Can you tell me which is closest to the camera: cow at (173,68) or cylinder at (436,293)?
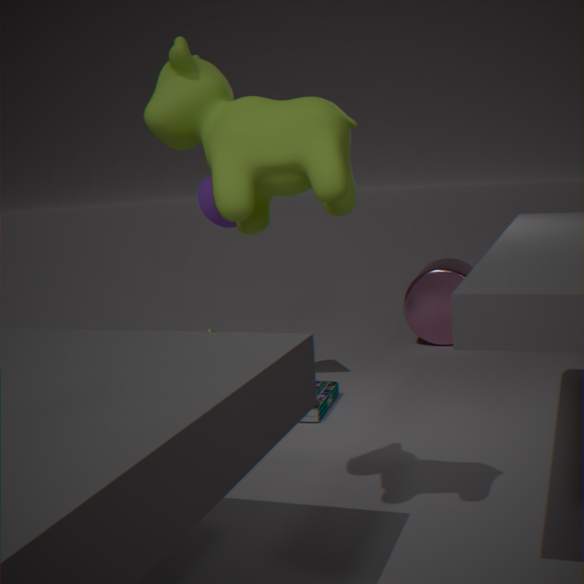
cow at (173,68)
